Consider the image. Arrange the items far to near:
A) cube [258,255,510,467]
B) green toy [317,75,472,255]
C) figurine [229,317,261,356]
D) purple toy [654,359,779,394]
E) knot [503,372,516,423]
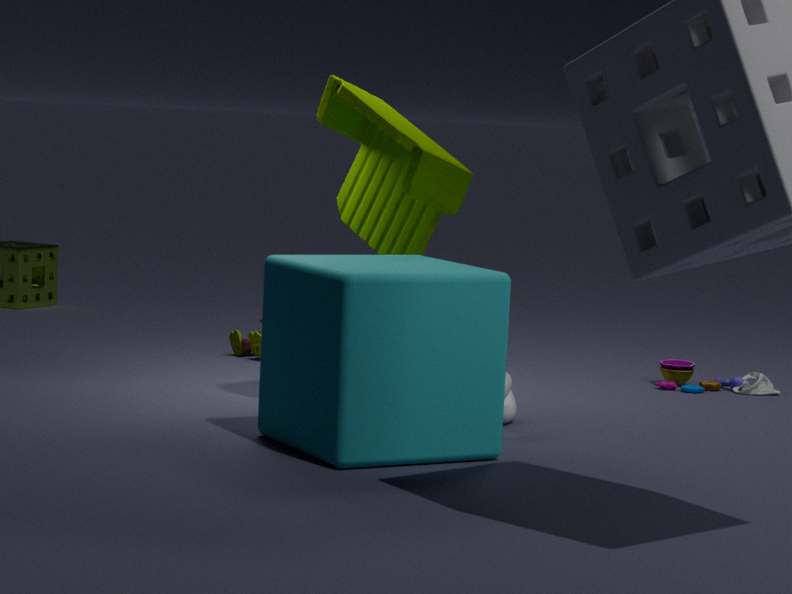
1. figurine [229,317,261,356]
2. purple toy [654,359,779,394]
3. knot [503,372,516,423]
4. green toy [317,75,472,255]
5. cube [258,255,510,467]
